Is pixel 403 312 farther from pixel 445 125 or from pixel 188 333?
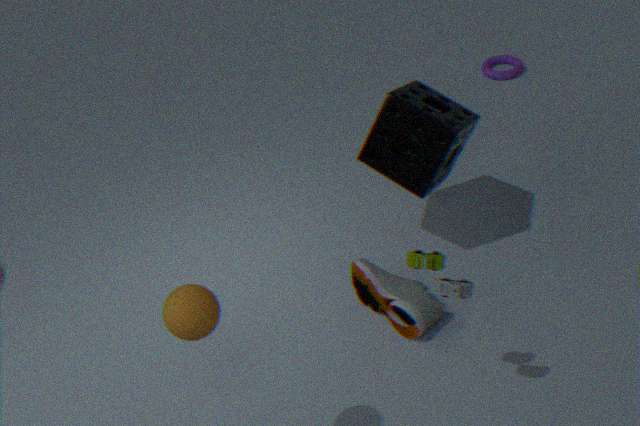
pixel 188 333
